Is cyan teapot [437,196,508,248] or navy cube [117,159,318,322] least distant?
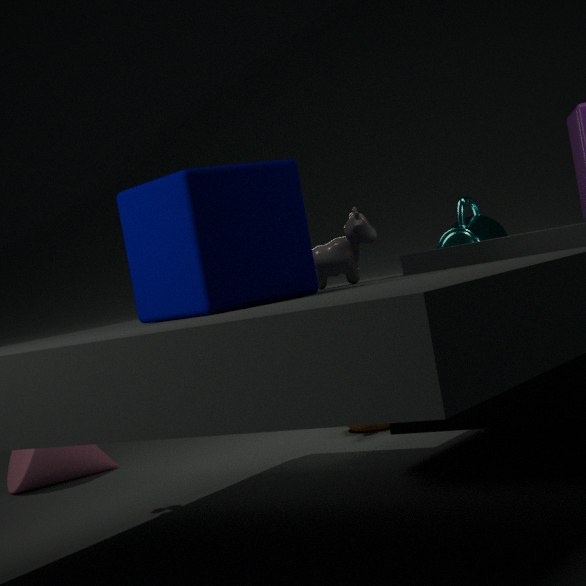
navy cube [117,159,318,322]
